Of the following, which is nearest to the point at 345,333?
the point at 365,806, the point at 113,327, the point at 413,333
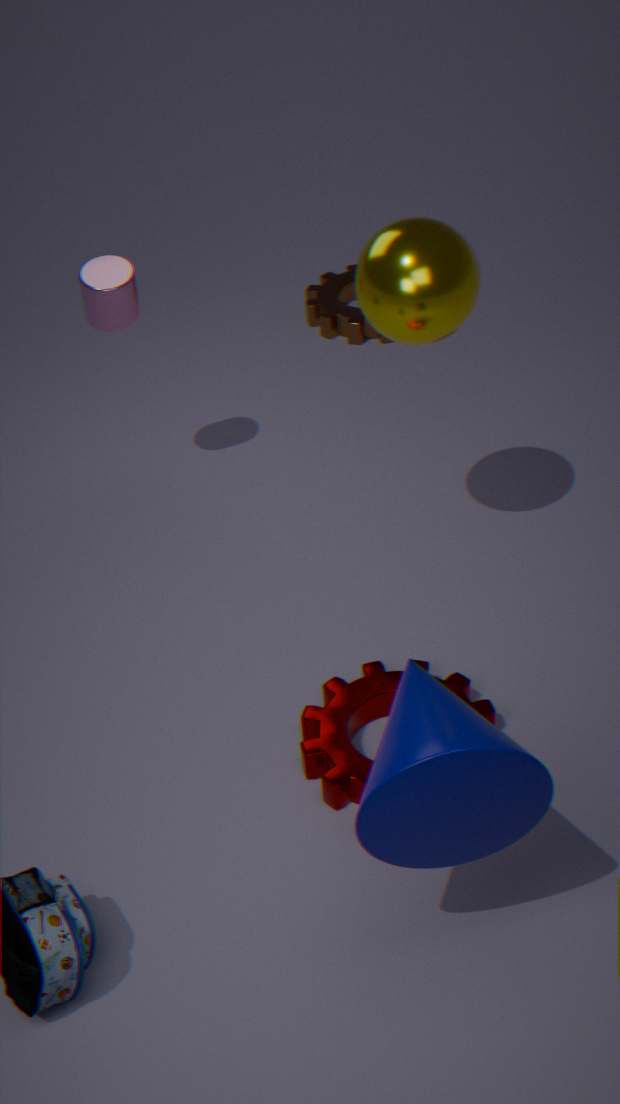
the point at 113,327
